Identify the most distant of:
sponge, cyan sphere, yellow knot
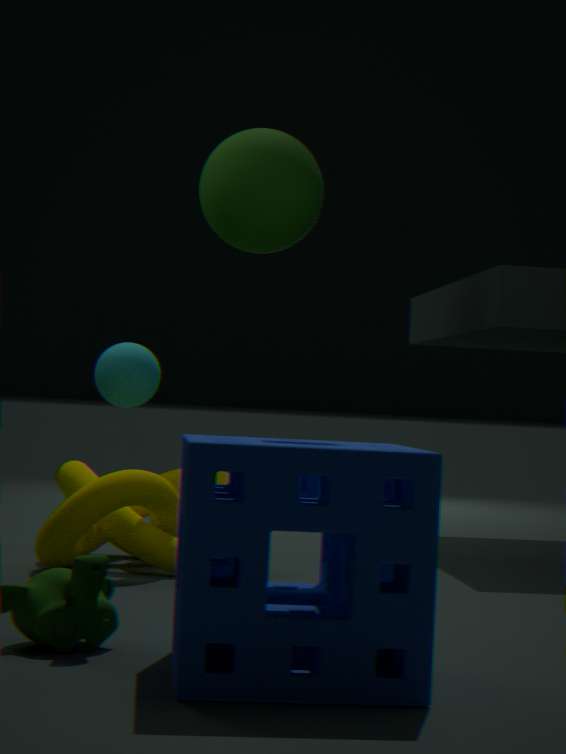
cyan sphere
